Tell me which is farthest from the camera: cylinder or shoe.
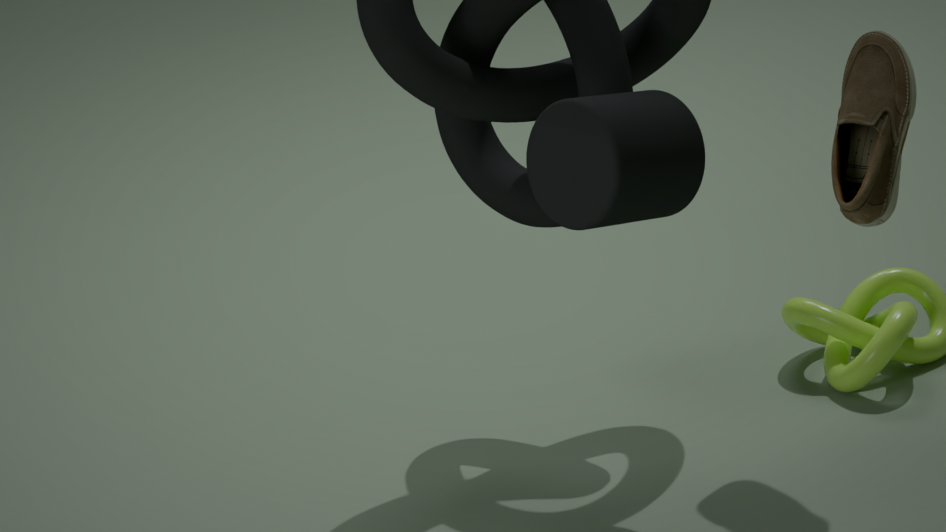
cylinder
